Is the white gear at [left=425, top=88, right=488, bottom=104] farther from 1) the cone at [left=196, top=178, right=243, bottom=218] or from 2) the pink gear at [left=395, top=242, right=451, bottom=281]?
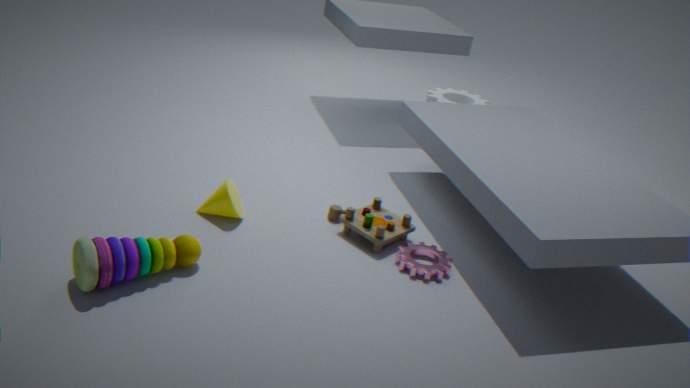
1) the cone at [left=196, top=178, right=243, bottom=218]
